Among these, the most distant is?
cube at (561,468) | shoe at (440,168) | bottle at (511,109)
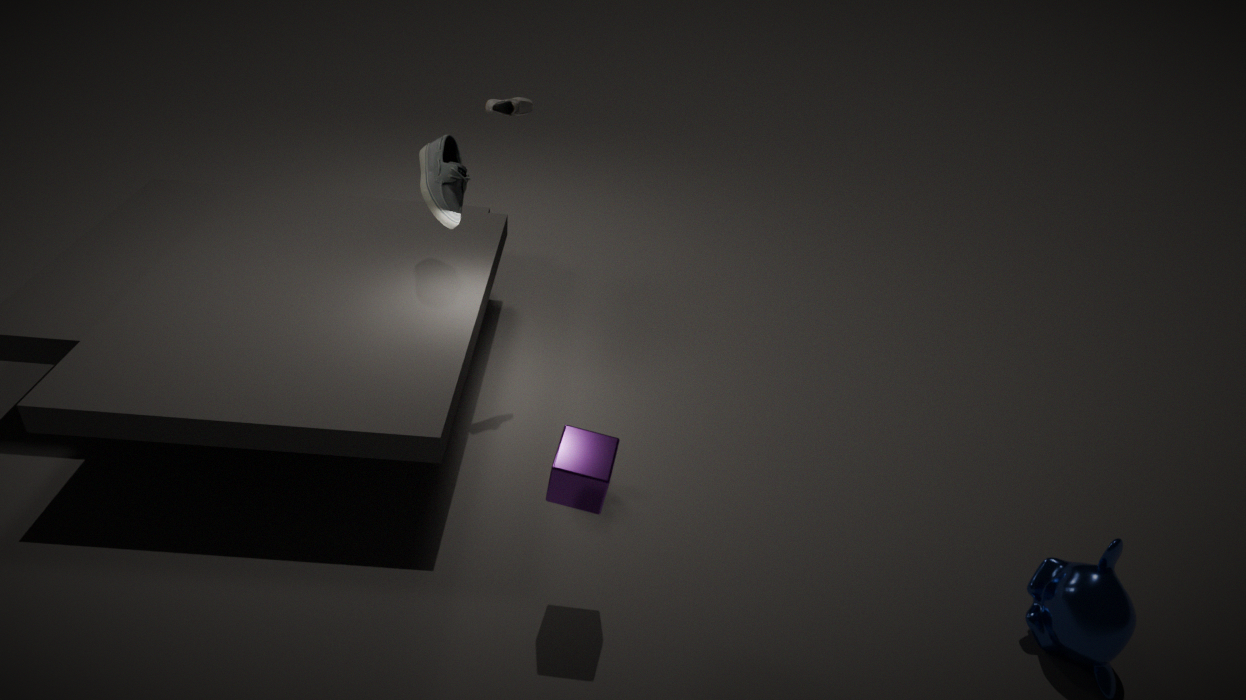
shoe at (440,168)
